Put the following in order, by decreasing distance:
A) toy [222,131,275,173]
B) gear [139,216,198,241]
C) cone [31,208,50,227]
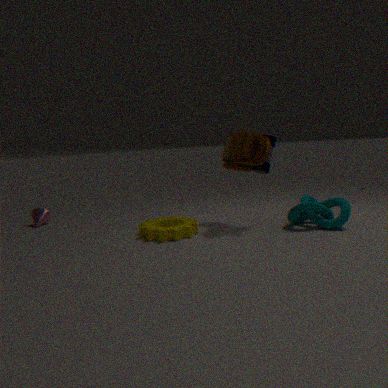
cone [31,208,50,227]
toy [222,131,275,173]
gear [139,216,198,241]
